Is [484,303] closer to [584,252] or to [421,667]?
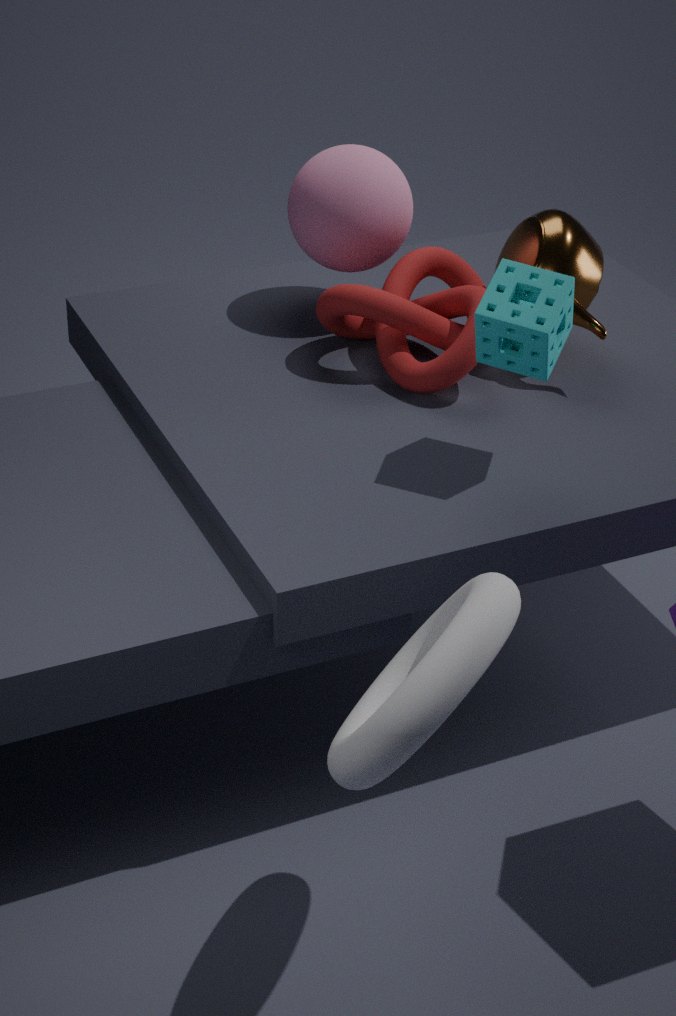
[584,252]
